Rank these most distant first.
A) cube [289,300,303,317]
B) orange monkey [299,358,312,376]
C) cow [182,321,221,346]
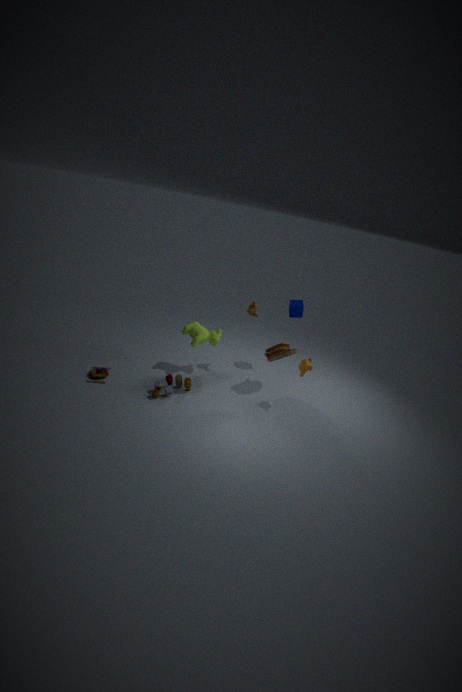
cube [289,300,303,317], cow [182,321,221,346], orange monkey [299,358,312,376]
